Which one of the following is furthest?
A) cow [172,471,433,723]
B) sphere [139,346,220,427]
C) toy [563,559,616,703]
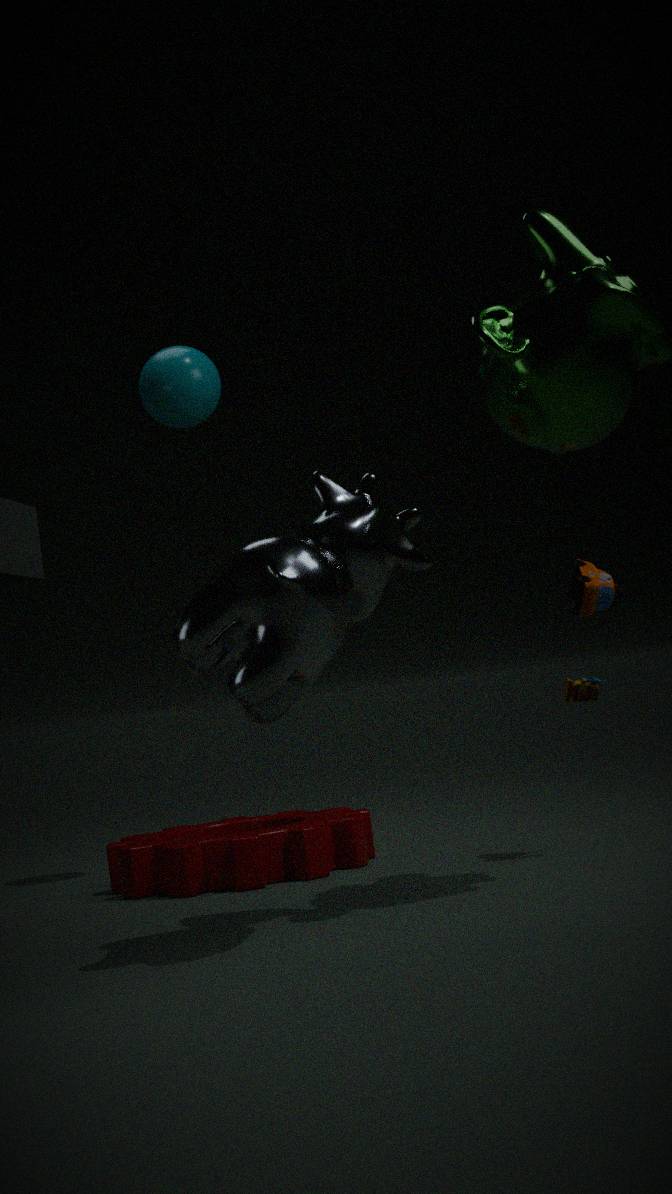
sphere [139,346,220,427]
